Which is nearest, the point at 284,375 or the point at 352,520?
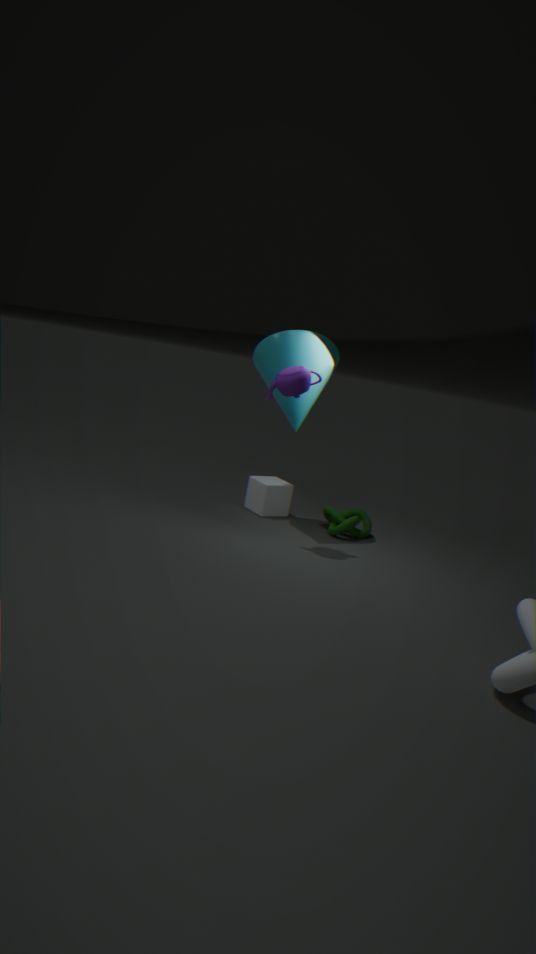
the point at 284,375
